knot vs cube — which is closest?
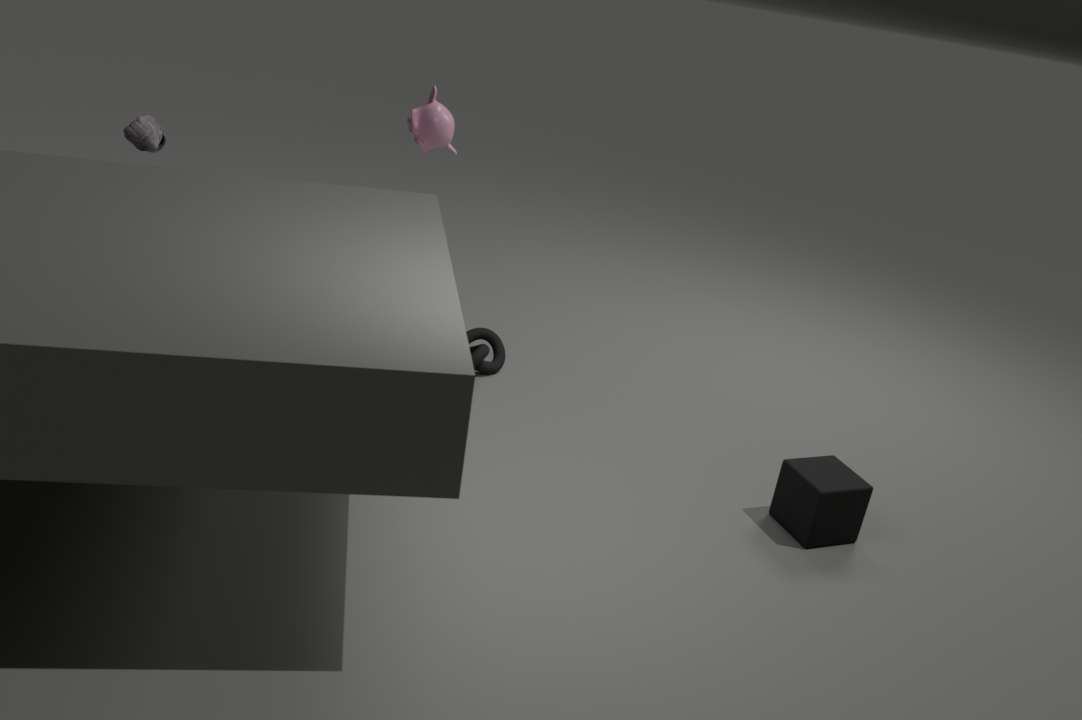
cube
